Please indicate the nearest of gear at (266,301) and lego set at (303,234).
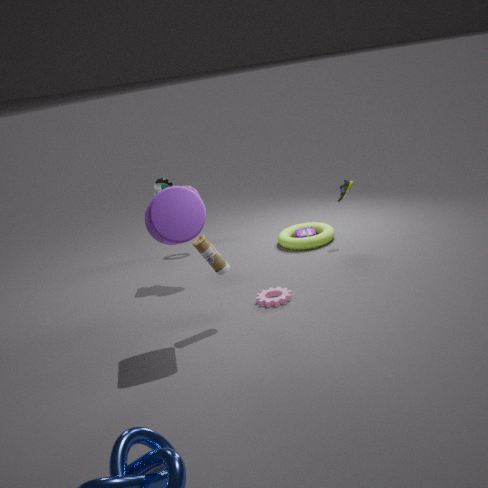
gear at (266,301)
